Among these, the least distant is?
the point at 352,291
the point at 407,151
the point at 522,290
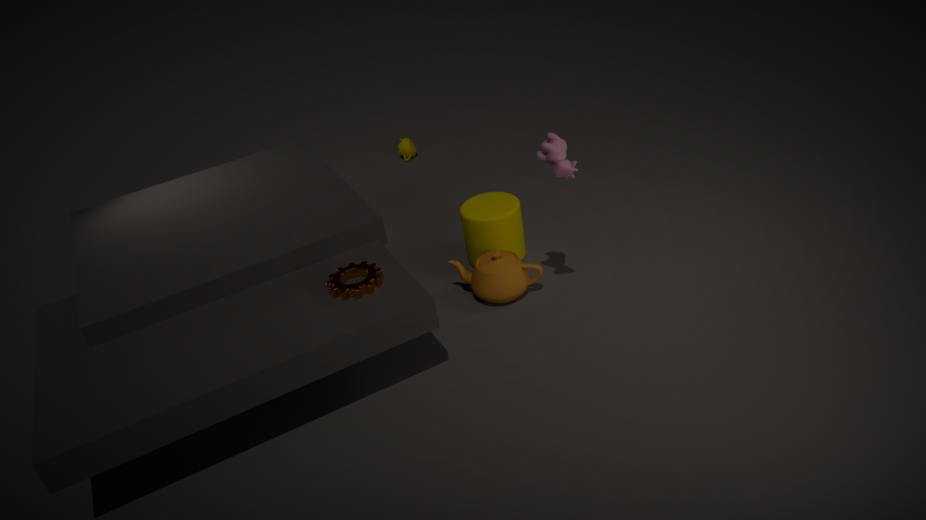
the point at 352,291
